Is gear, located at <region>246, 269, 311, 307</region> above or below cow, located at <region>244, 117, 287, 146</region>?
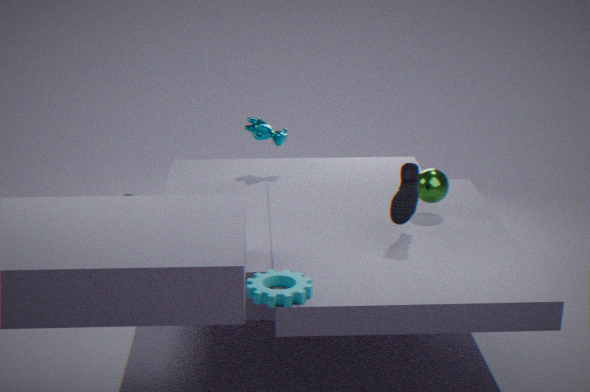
below
